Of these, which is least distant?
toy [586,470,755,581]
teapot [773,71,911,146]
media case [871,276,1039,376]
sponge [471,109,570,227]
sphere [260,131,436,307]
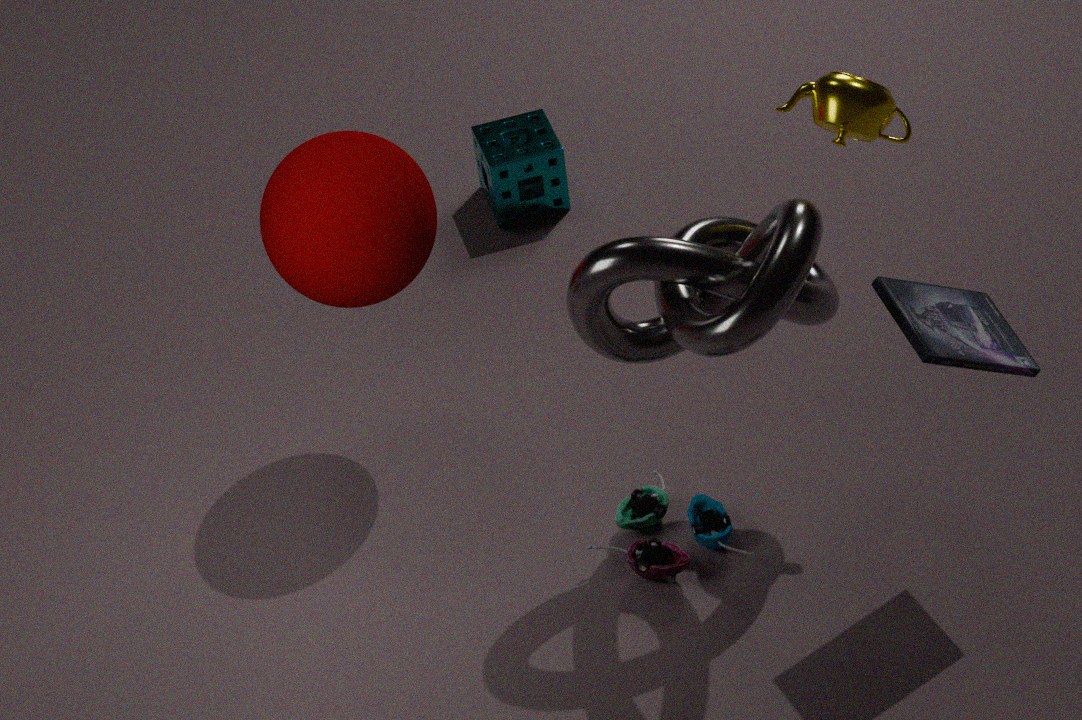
media case [871,276,1039,376]
